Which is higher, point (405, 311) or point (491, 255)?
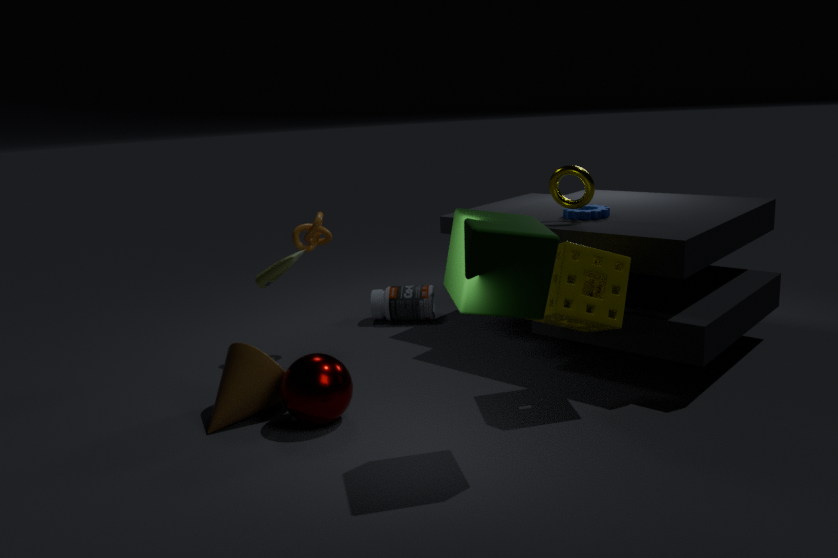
point (491, 255)
